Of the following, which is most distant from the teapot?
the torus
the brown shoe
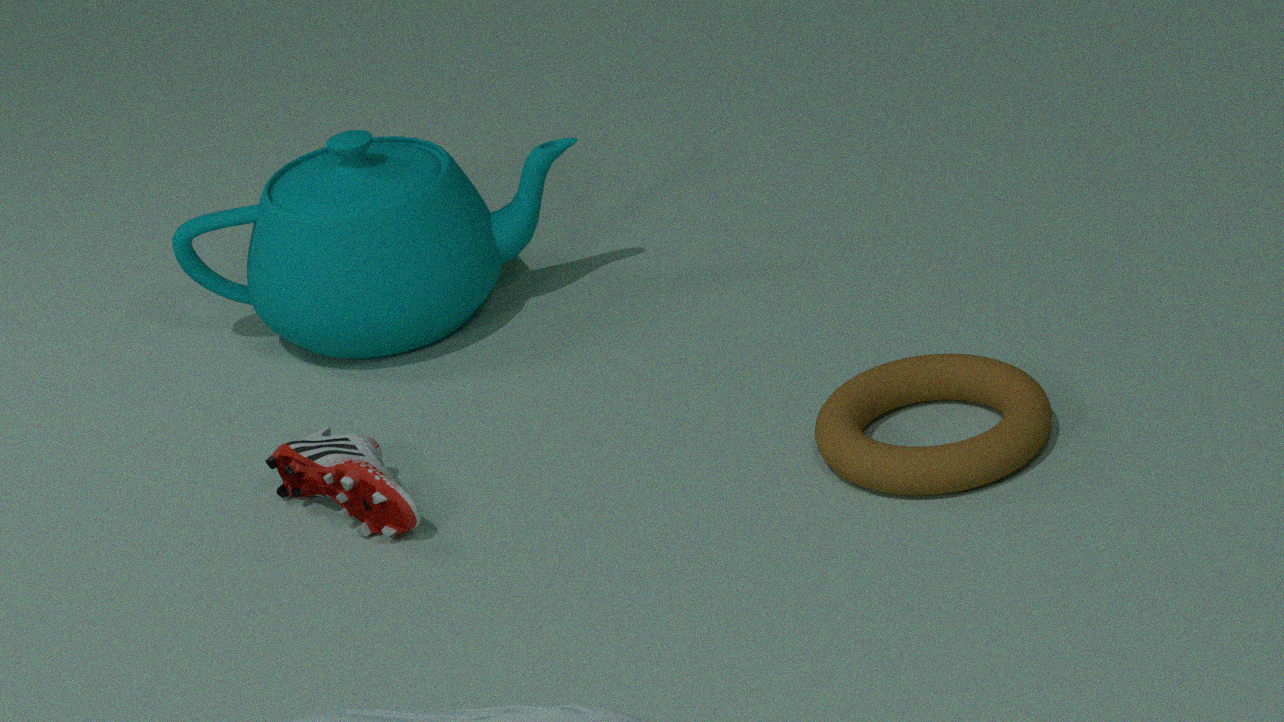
the torus
